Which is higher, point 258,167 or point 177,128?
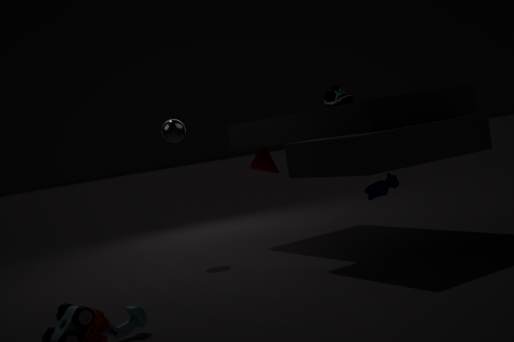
point 177,128
